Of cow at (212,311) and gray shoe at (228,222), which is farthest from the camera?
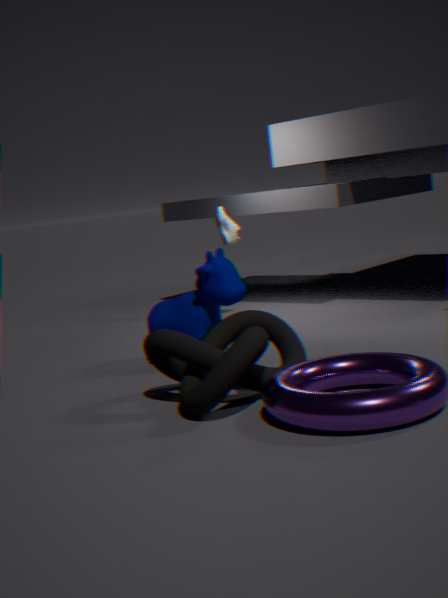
gray shoe at (228,222)
